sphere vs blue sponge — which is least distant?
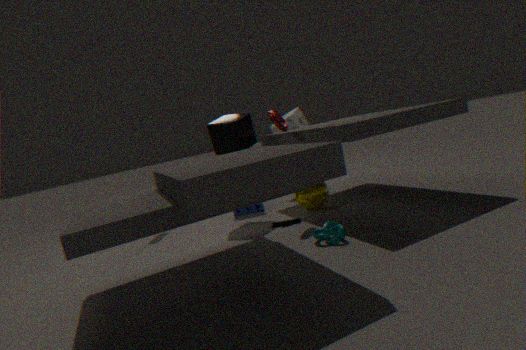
sphere
